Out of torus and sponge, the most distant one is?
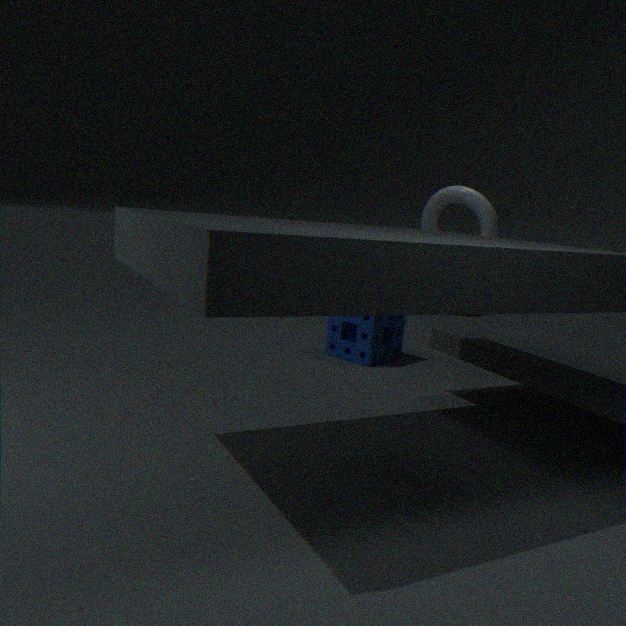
sponge
